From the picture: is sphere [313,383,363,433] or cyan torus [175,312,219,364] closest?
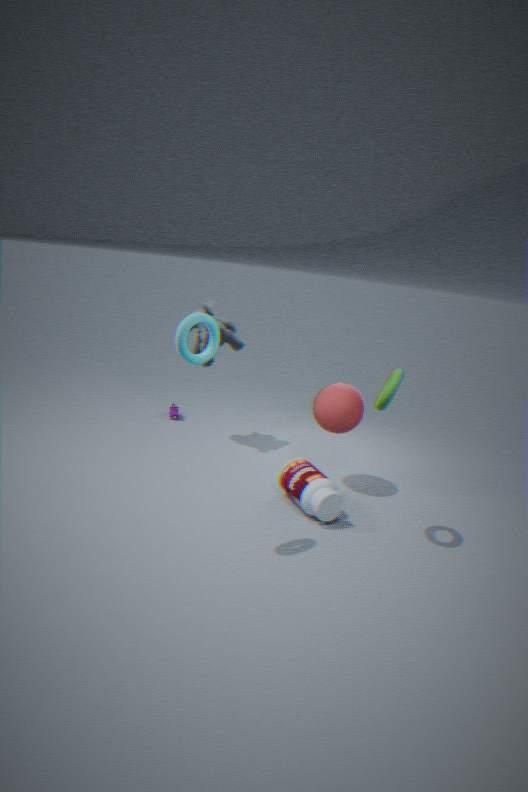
cyan torus [175,312,219,364]
